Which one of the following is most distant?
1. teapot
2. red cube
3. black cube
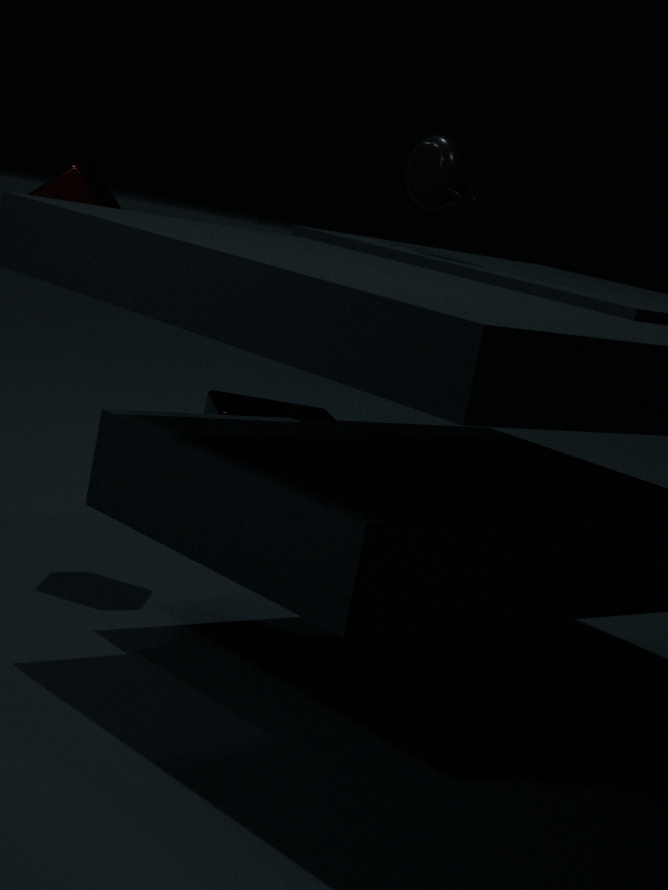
black cube
